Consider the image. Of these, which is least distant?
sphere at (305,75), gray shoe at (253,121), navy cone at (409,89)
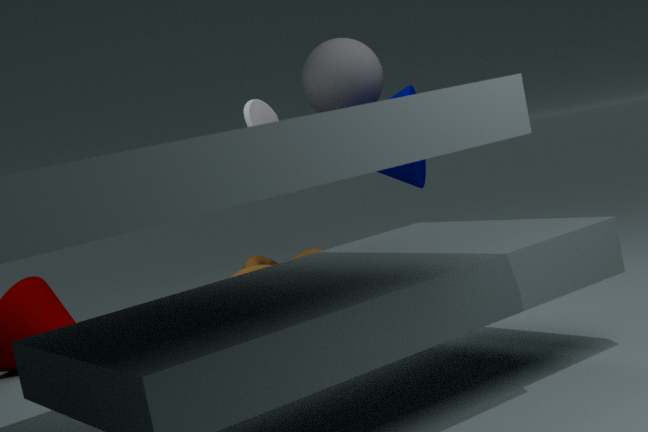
navy cone at (409,89)
